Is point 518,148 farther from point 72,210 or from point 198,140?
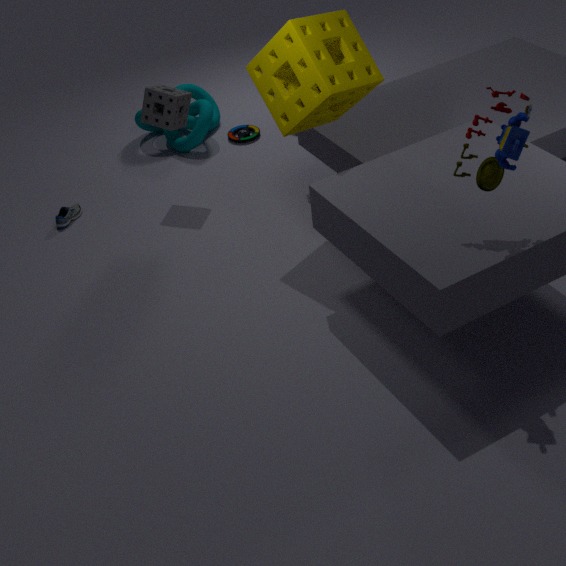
point 198,140
